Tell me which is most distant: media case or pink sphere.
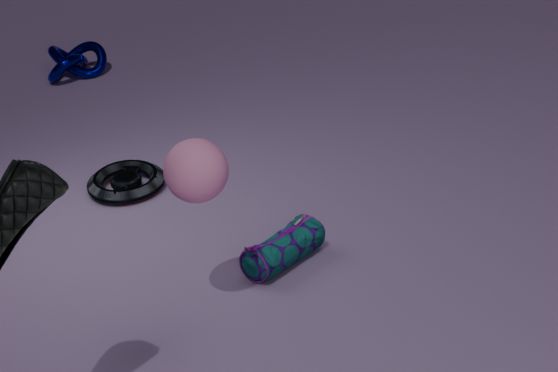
media case
